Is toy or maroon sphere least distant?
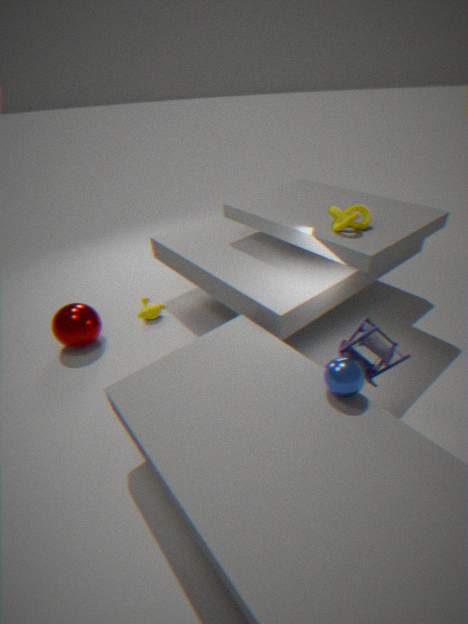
toy
